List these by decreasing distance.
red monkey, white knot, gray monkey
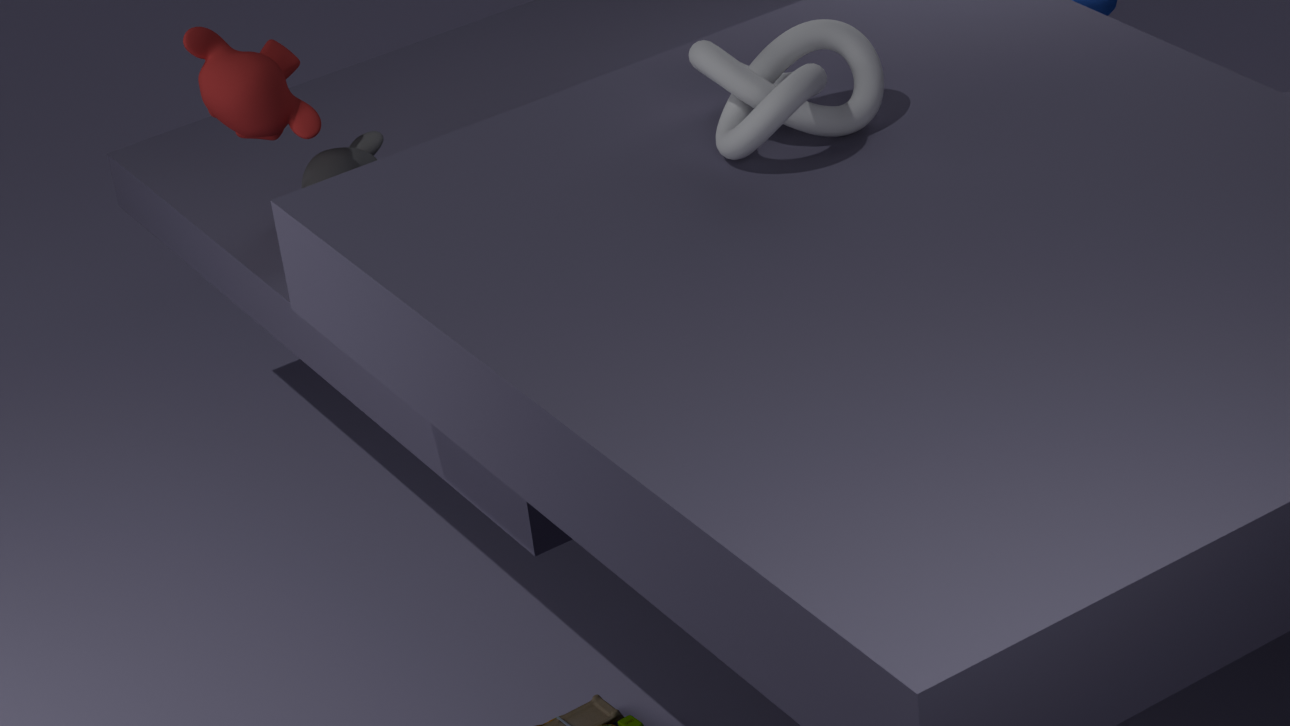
gray monkey → red monkey → white knot
